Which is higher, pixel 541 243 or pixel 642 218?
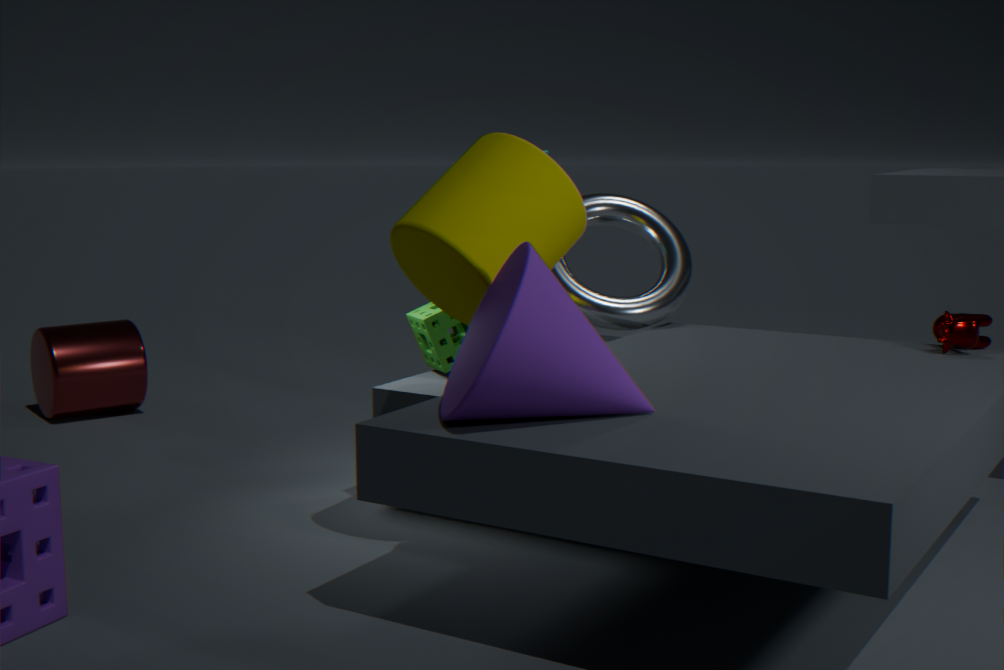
pixel 541 243
